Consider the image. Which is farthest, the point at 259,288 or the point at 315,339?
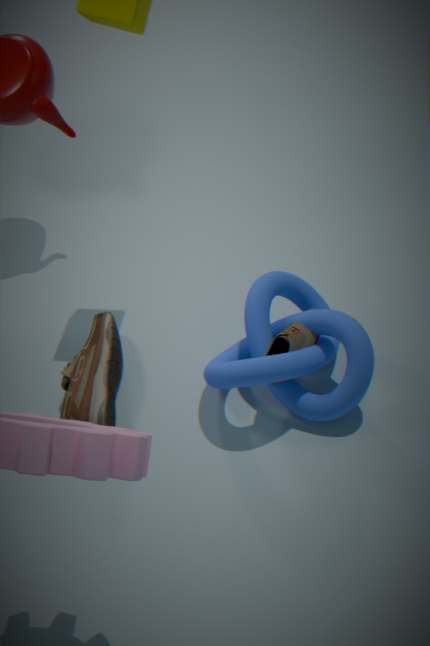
the point at 259,288
